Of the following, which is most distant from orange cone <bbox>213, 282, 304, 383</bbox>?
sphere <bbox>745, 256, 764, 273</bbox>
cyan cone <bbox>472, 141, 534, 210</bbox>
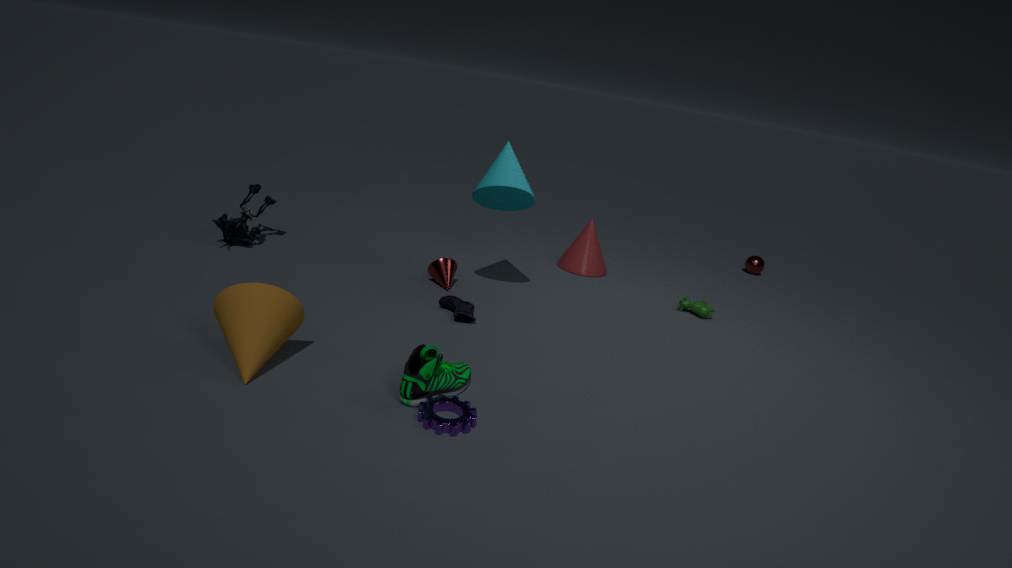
sphere <bbox>745, 256, 764, 273</bbox>
